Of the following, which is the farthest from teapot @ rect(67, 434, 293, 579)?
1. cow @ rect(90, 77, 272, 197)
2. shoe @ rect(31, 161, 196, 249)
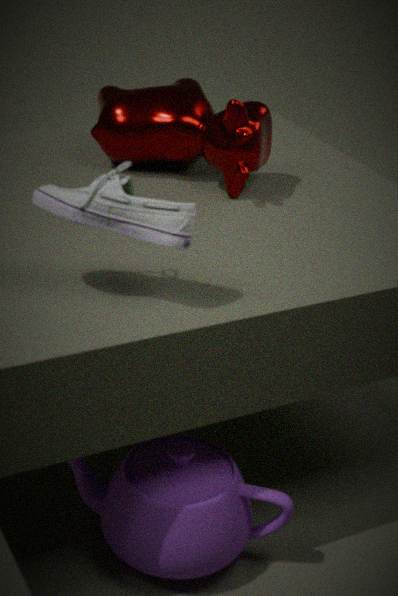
cow @ rect(90, 77, 272, 197)
